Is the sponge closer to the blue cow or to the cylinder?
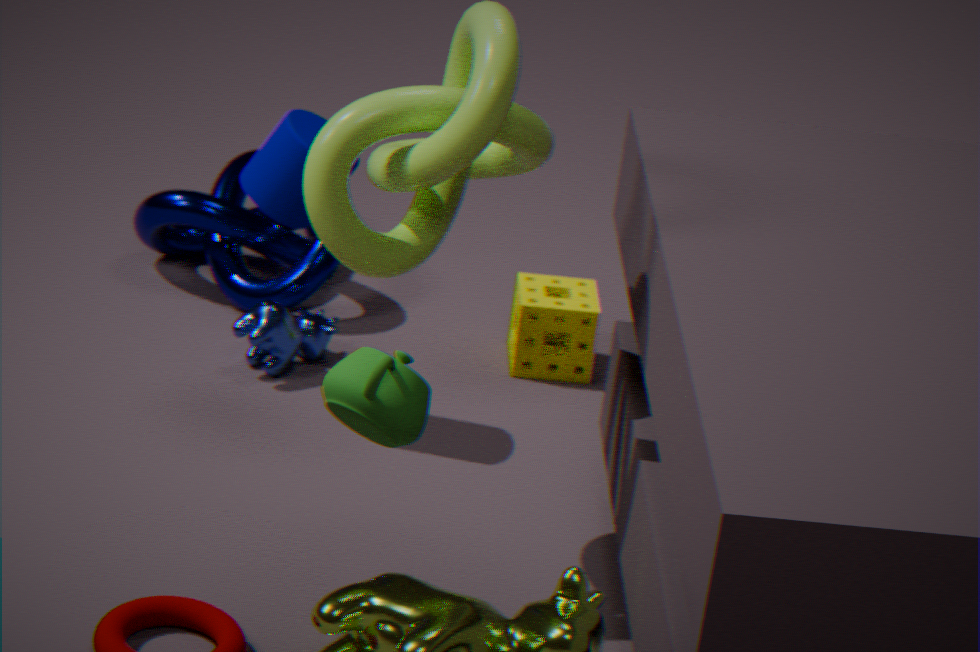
the blue cow
